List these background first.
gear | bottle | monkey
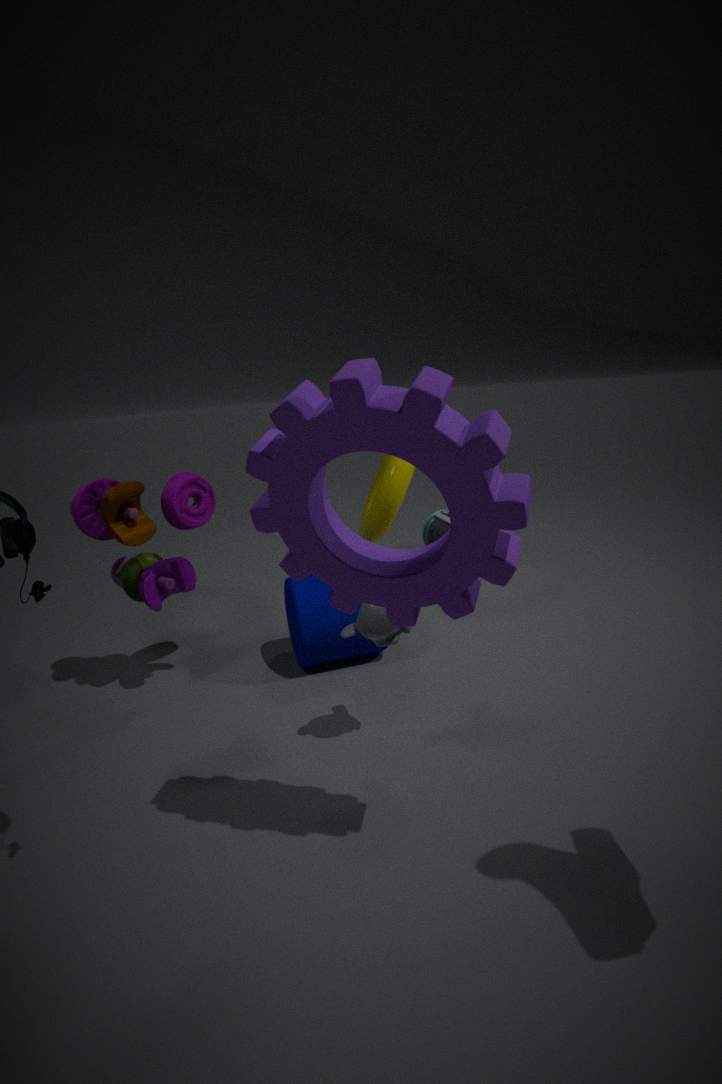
bottle
monkey
gear
